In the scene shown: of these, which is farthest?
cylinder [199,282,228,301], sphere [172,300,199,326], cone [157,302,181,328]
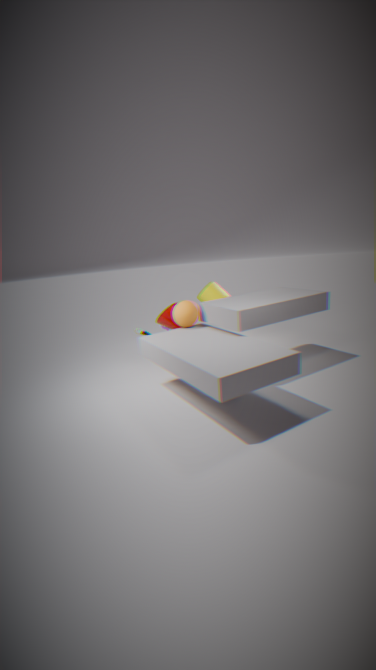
cylinder [199,282,228,301]
